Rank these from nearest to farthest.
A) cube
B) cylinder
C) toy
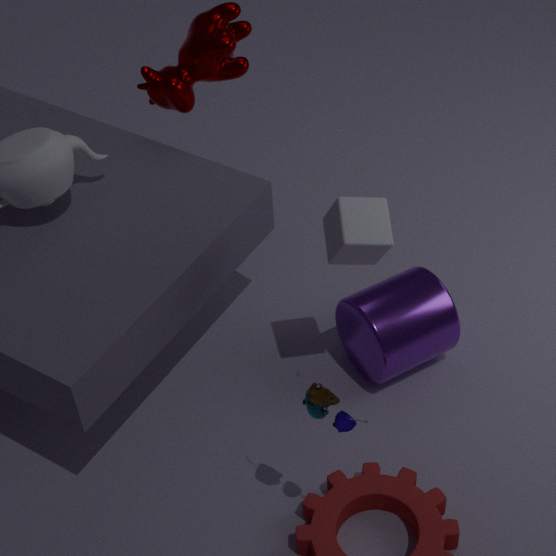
1. toy
2. cube
3. cylinder
